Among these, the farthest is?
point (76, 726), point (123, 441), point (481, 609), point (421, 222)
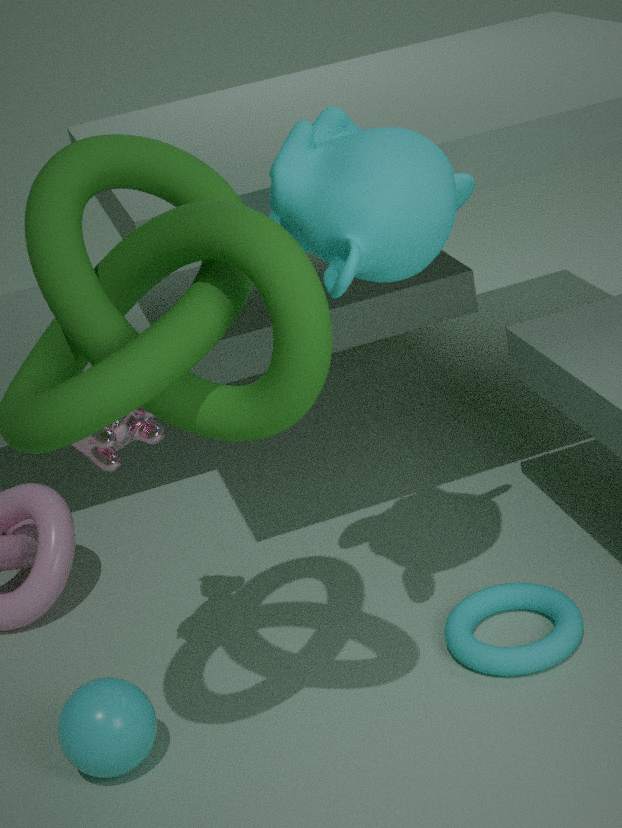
point (481, 609)
